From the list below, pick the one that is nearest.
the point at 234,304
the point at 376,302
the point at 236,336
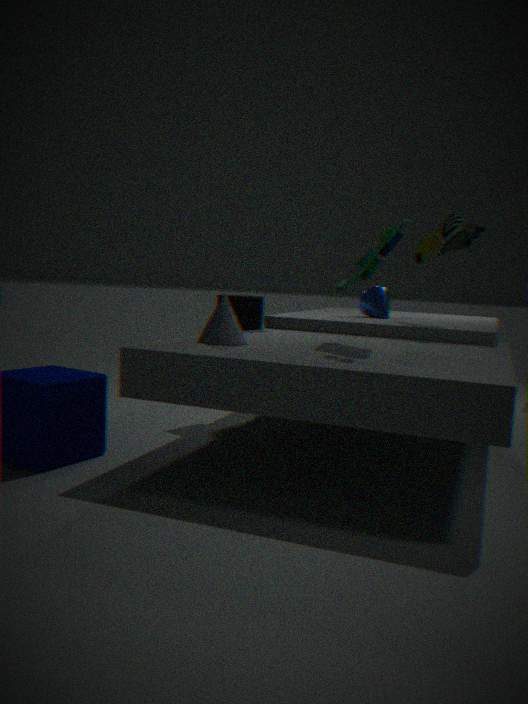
the point at 236,336
